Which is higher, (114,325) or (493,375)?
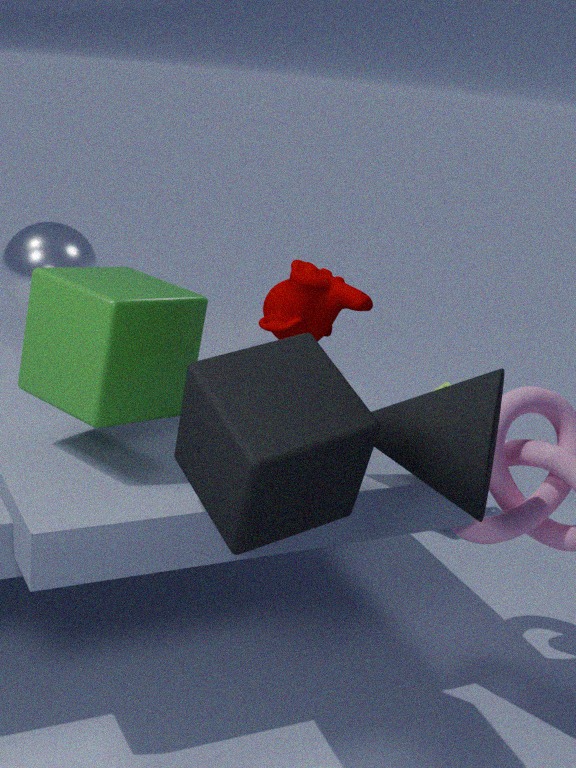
(114,325)
